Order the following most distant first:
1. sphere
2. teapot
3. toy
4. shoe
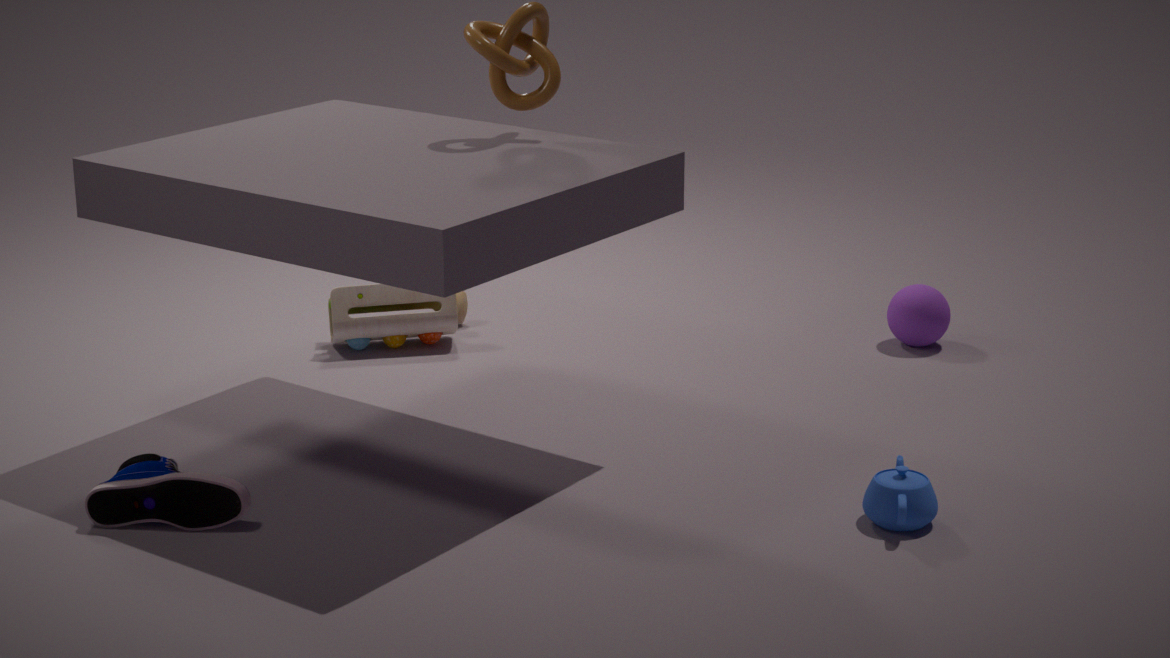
1. sphere
2. toy
3. shoe
4. teapot
